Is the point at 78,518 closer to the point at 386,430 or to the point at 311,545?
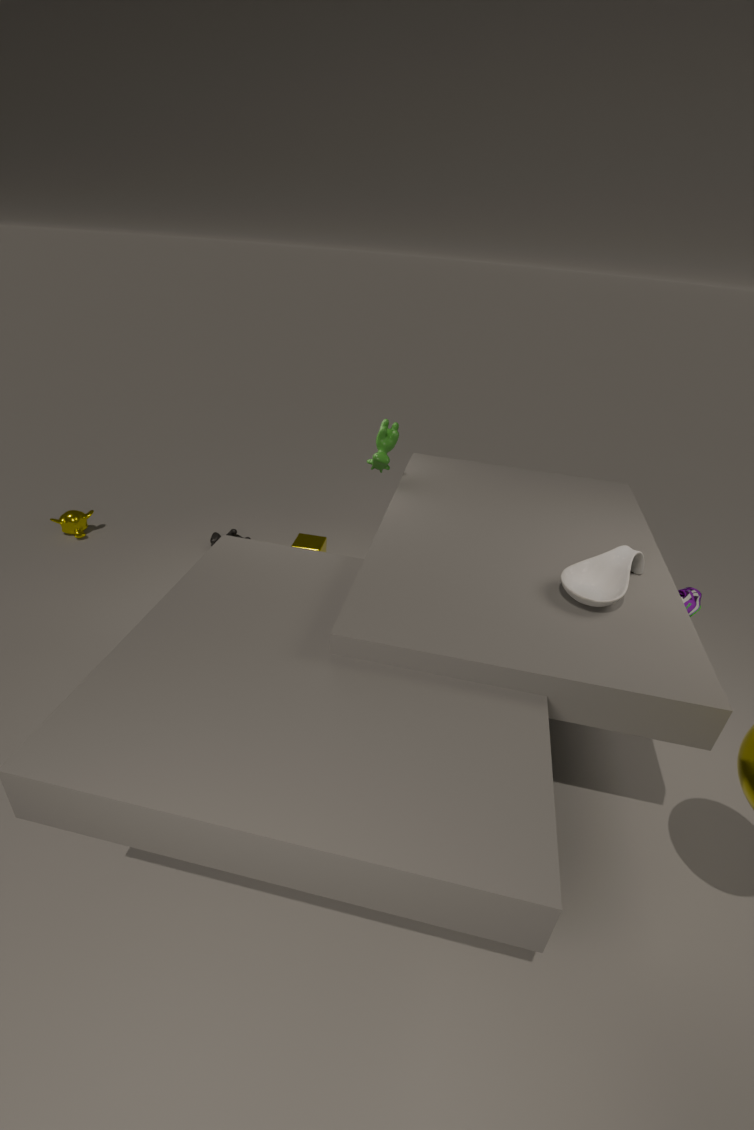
the point at 311,545
